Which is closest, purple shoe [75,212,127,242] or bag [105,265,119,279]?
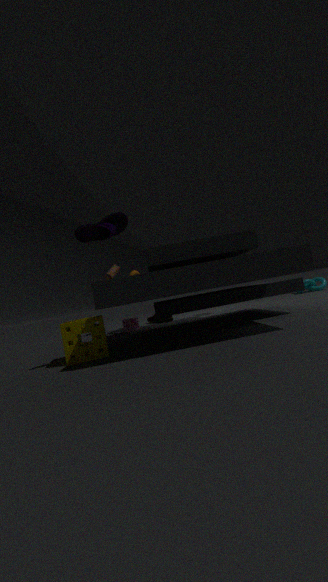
purple shoe [75,212,127,242]
